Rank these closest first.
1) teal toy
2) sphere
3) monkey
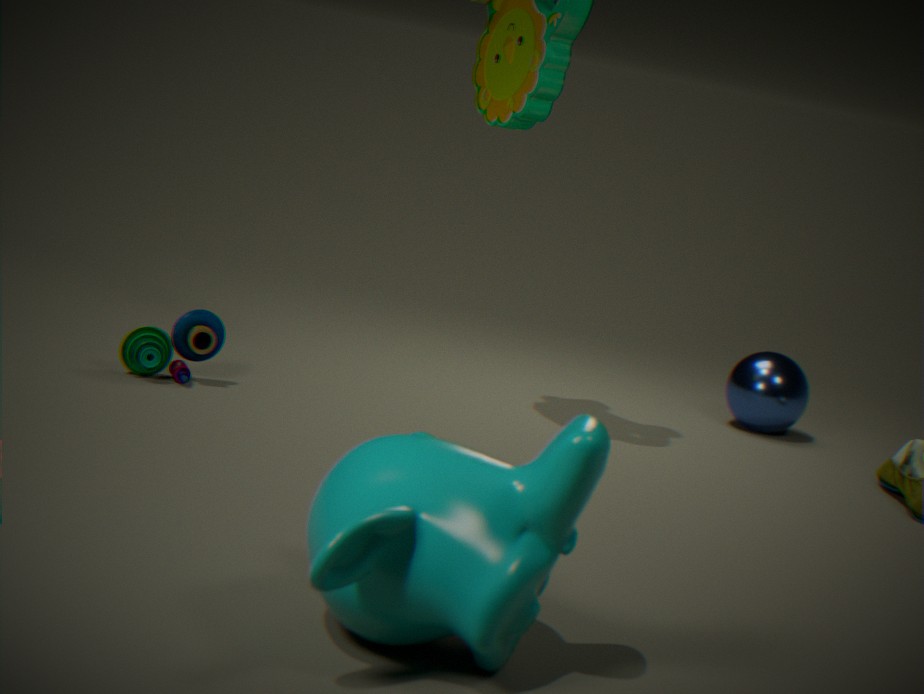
3. monkey
1. teal toy
2. sphere
